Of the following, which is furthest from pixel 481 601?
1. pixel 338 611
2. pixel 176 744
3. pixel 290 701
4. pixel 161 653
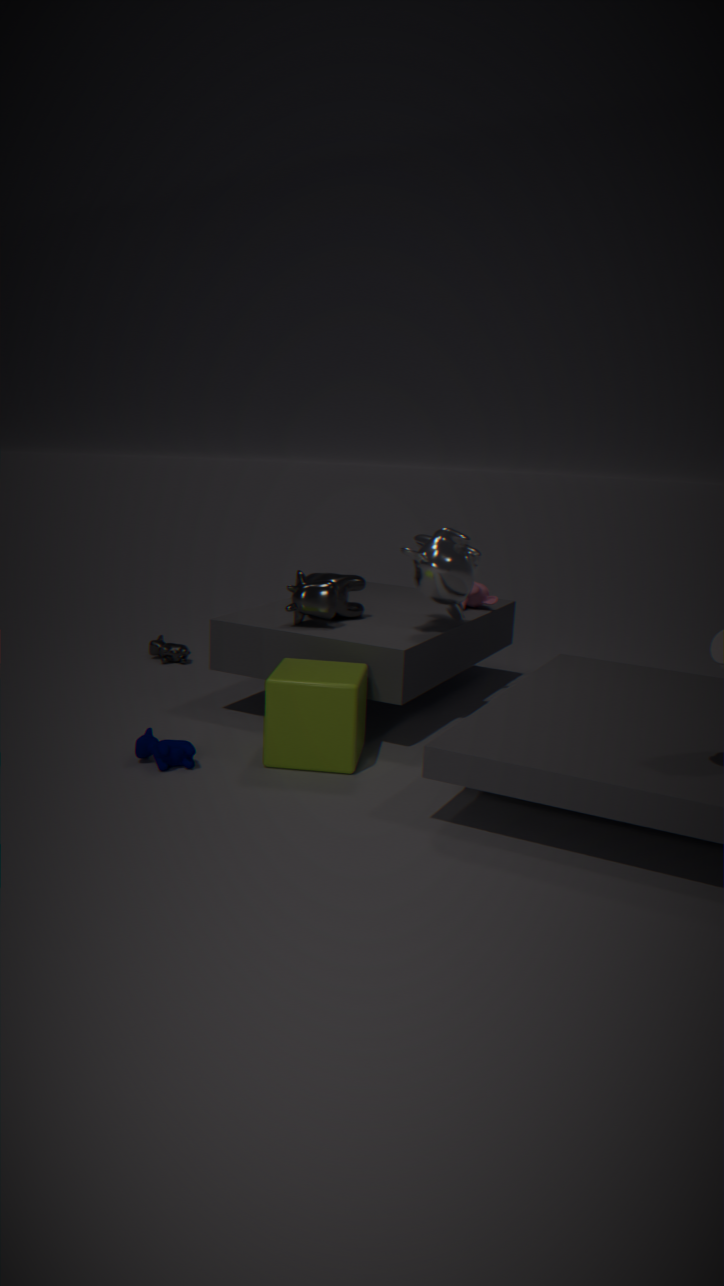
pixel 176 744
